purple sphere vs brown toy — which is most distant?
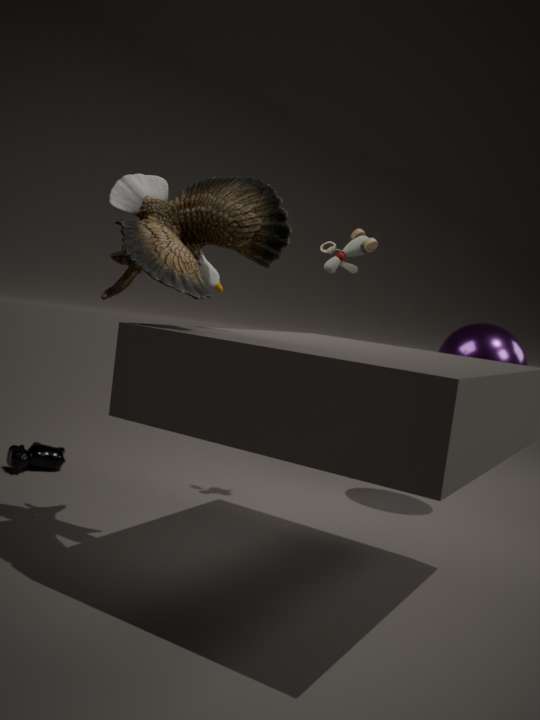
purple sphere
